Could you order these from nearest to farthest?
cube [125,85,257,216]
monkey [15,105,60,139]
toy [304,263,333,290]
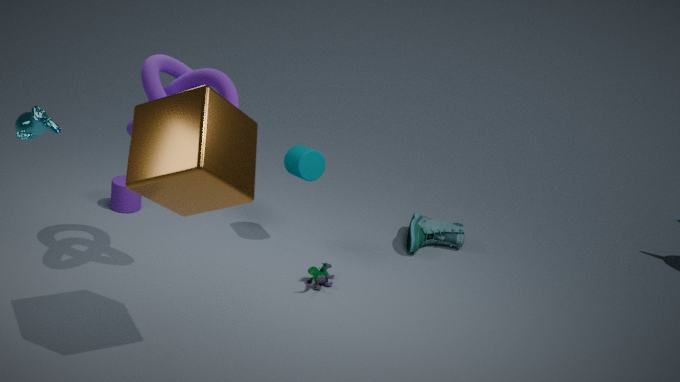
1. cube [125,85,257,216]
2. monkey [15,105,60,139]
3. toy [304,263,333,290]
